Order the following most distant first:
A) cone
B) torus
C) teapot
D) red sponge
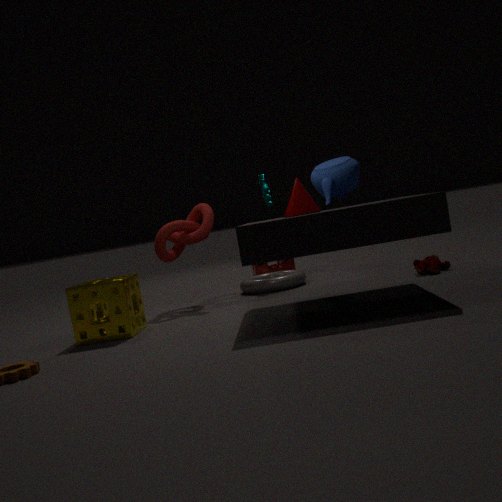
red sponge
torus
teapot
cone
